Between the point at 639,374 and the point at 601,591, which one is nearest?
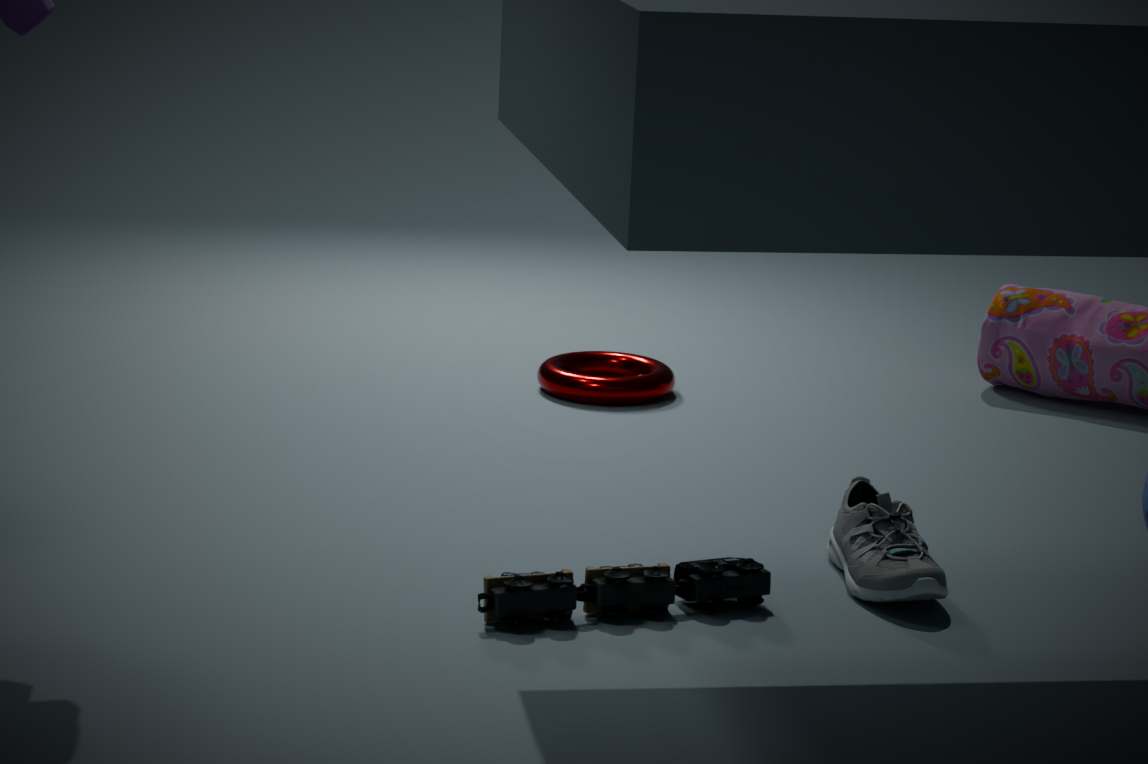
the point at 601,591
